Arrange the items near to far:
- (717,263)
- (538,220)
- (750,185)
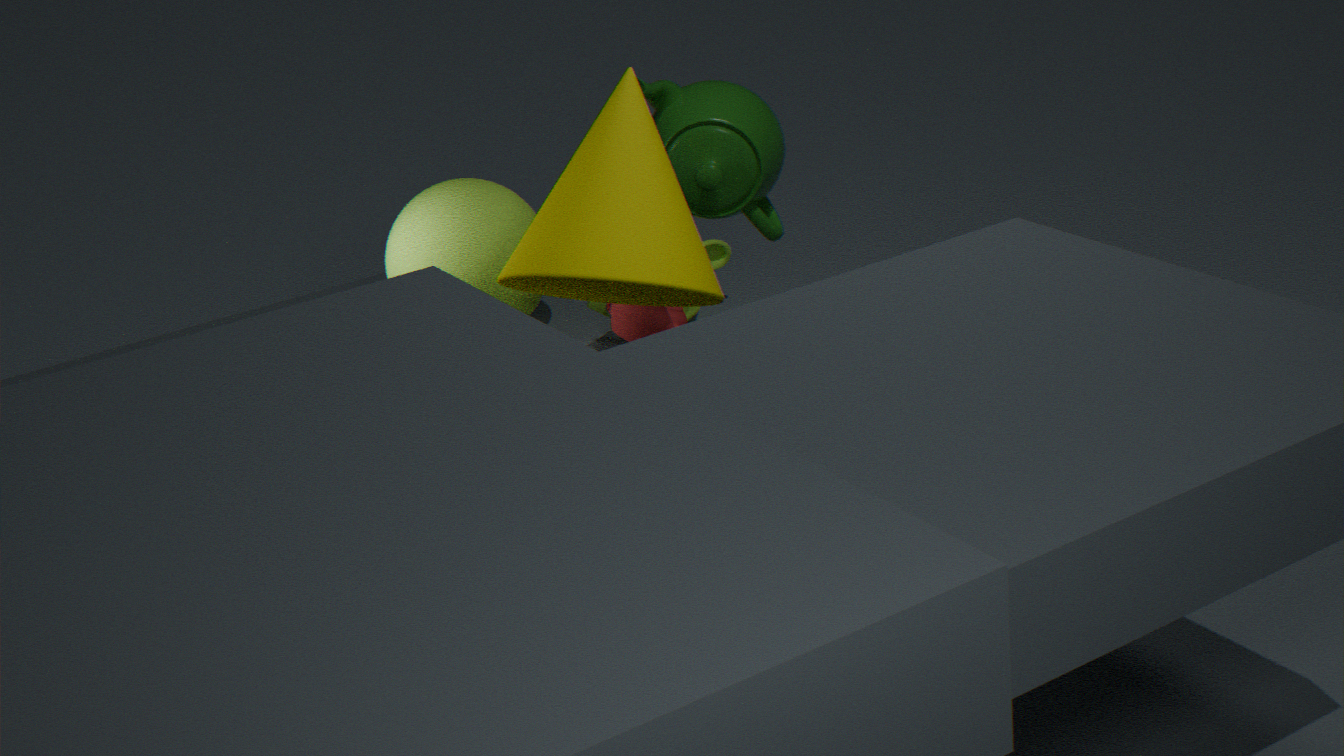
(538,220) → (750,185) → (717,263)
